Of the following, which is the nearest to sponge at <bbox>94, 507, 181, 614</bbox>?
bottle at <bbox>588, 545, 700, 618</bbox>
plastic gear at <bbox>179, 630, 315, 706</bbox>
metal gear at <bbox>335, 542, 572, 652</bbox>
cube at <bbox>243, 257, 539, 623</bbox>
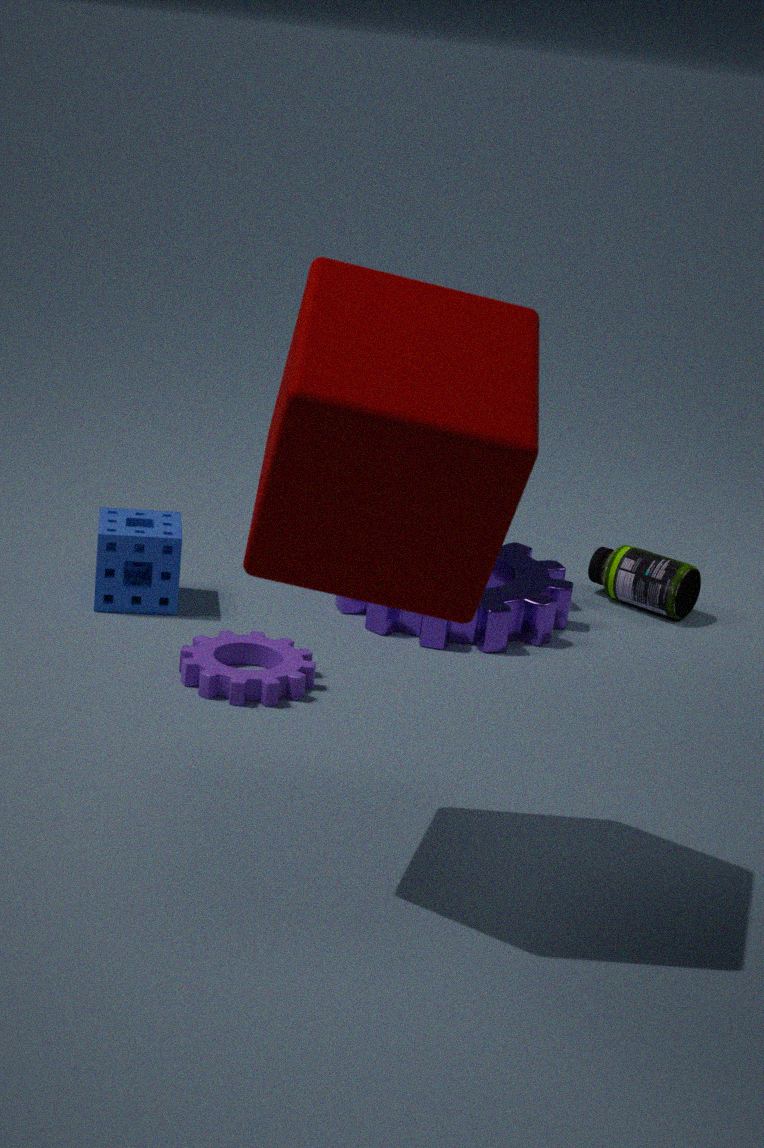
plastic gear at <bbox>179, 630, 315, 706</bbox>
